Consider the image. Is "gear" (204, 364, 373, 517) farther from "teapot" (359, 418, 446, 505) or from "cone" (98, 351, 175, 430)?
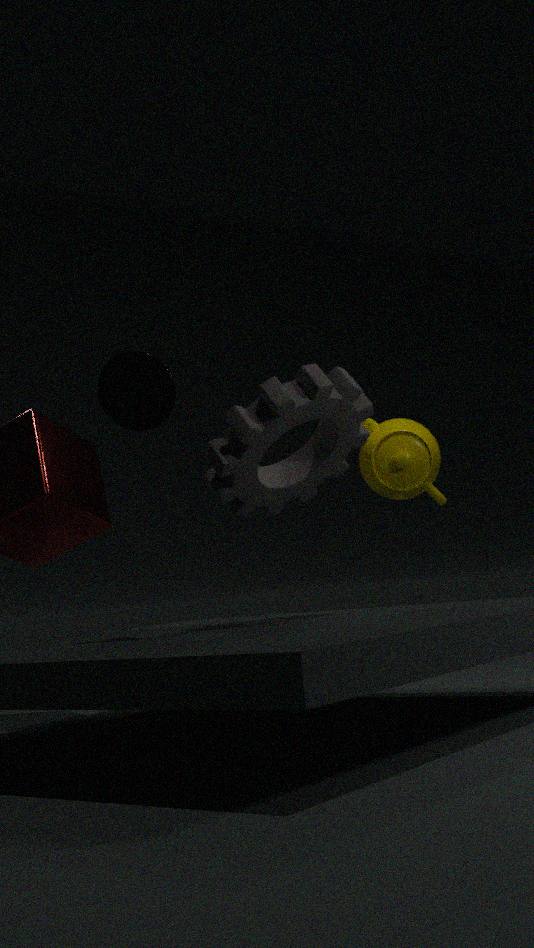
"teapot" (359, 418, 446, 505)
